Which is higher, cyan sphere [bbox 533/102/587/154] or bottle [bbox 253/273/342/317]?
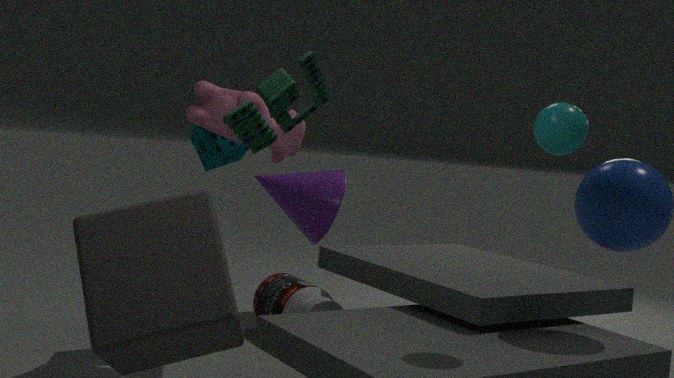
cyan sphere [bbox 533/102/587/154]
